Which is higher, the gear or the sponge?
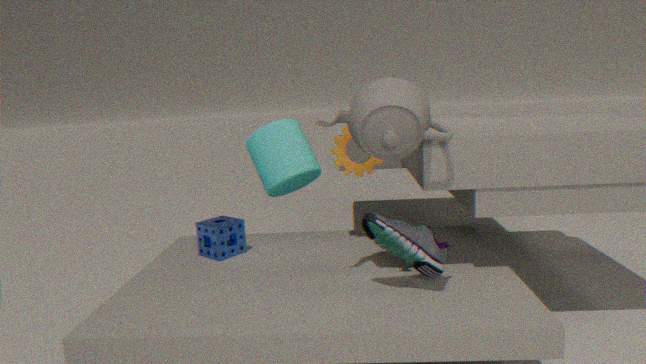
the gear
